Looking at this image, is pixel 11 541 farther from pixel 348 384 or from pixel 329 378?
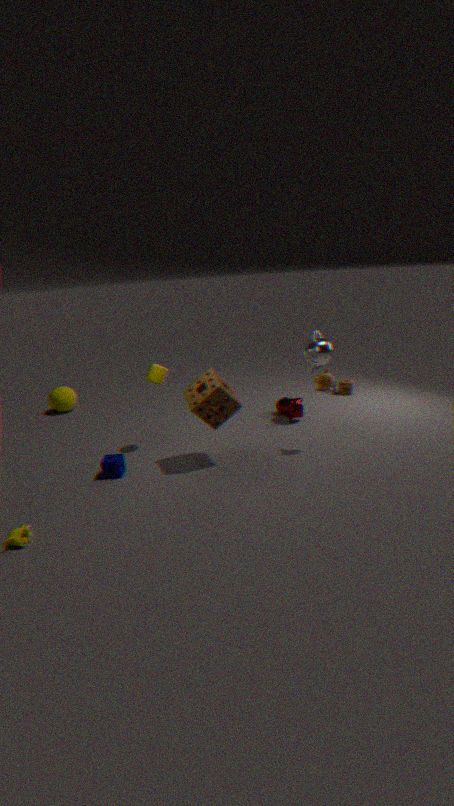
pixel 348 384
